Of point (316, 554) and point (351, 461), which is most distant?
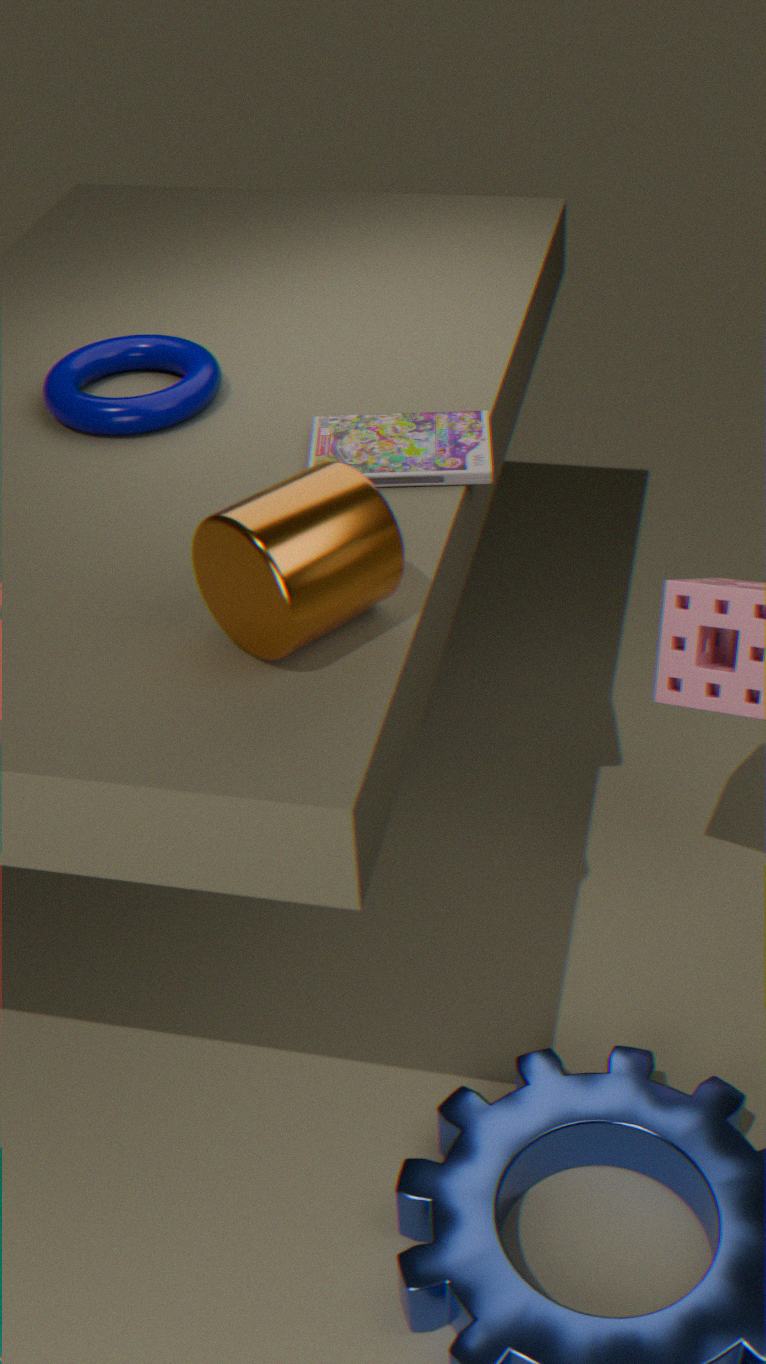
point (351, 461)
